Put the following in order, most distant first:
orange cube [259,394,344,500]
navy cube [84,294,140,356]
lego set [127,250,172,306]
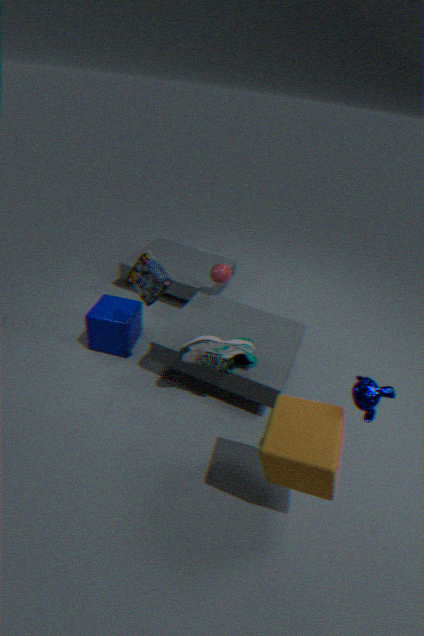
navy cube [84,294,140,356] < lego set [127,250,172,306] < orange cube [259,394,344,500]
